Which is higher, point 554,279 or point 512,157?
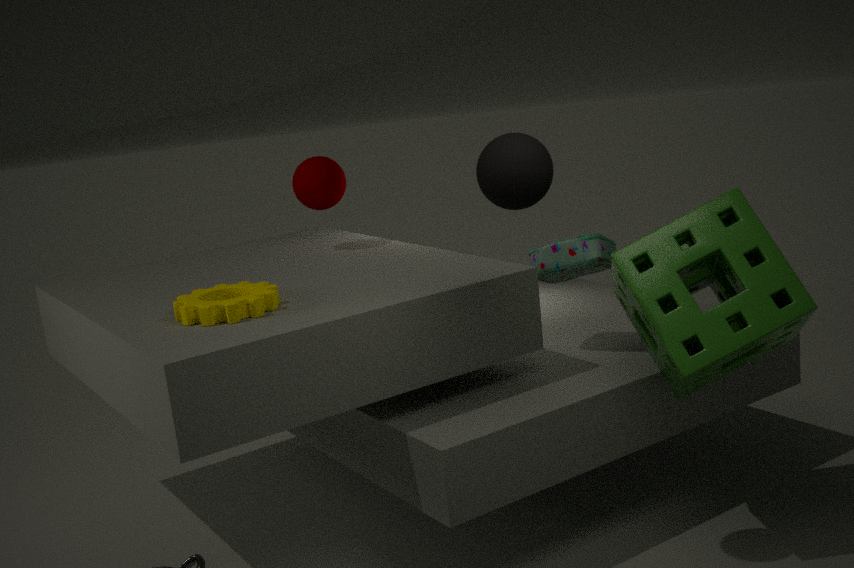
point 512,157
